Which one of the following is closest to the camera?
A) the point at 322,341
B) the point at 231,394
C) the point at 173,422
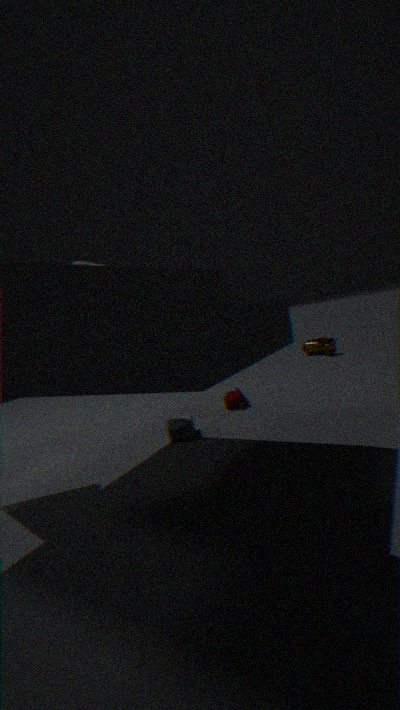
the point at 173,422
